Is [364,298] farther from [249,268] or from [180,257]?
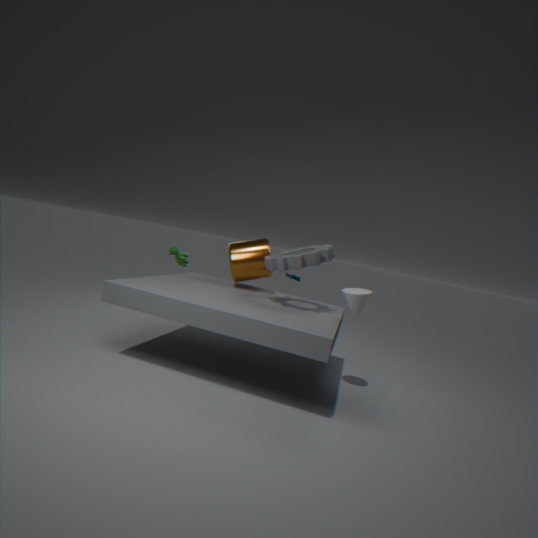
[180,257]
